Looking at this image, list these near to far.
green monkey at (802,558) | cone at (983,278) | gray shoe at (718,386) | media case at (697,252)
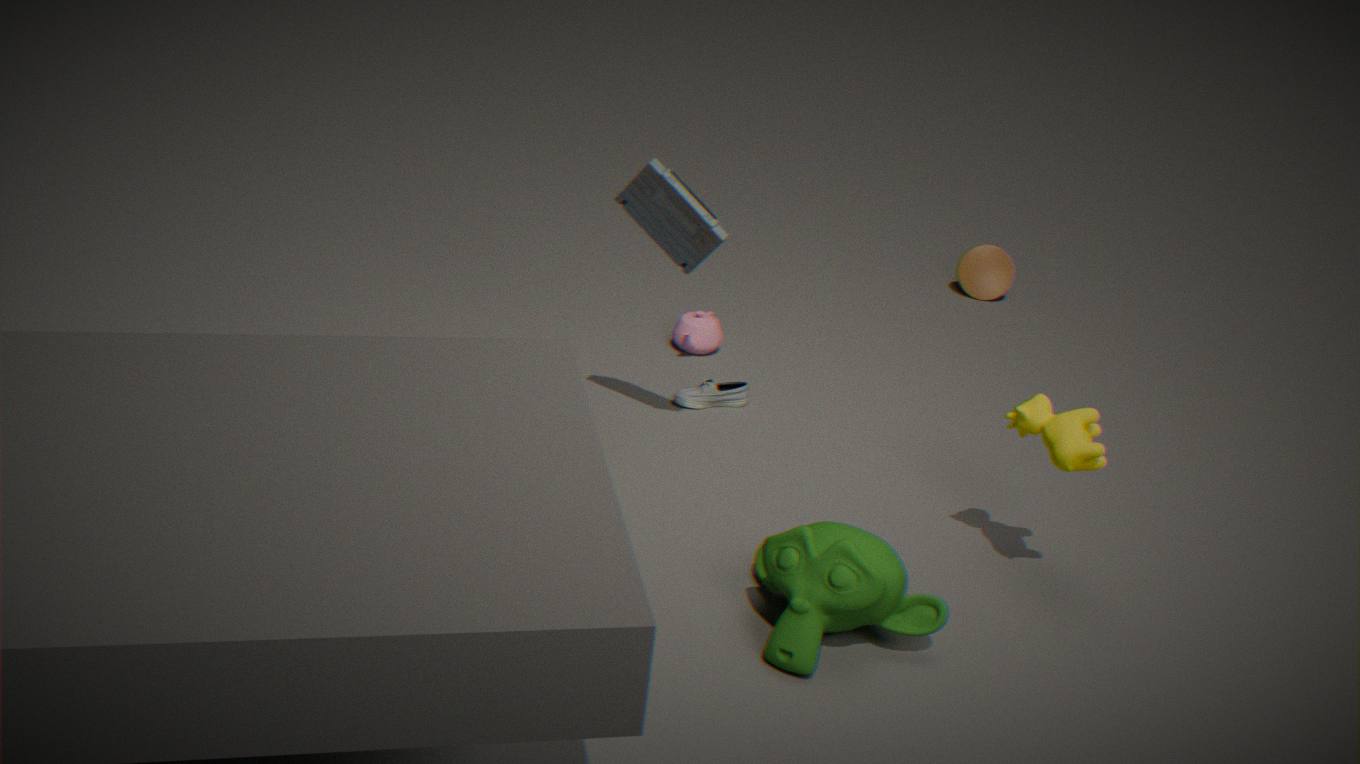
green monkey at (802,558) → media case at (697,252) → gray shoe at (718,386) → cone at (983,278)
